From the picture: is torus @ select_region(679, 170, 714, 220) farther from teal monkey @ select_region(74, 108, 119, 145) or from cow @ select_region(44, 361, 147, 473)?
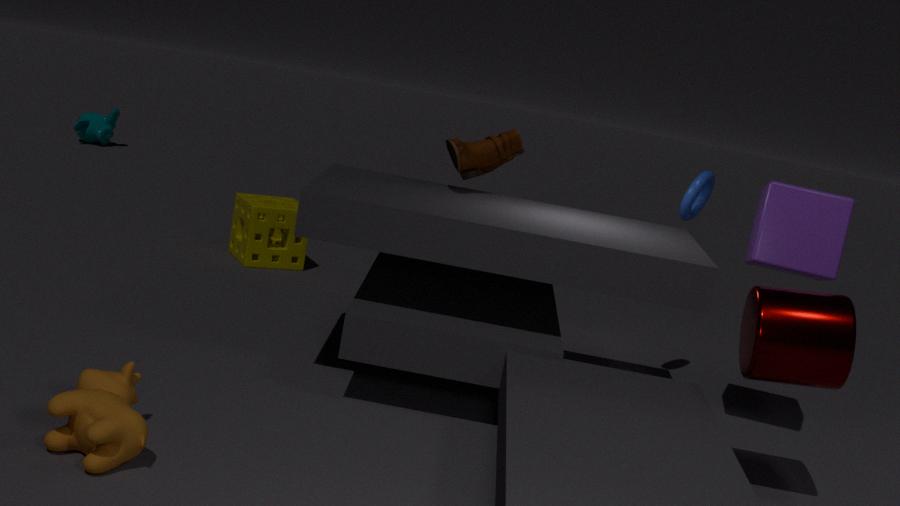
teal monkey @ select_region(74, 108, 119, 145)
